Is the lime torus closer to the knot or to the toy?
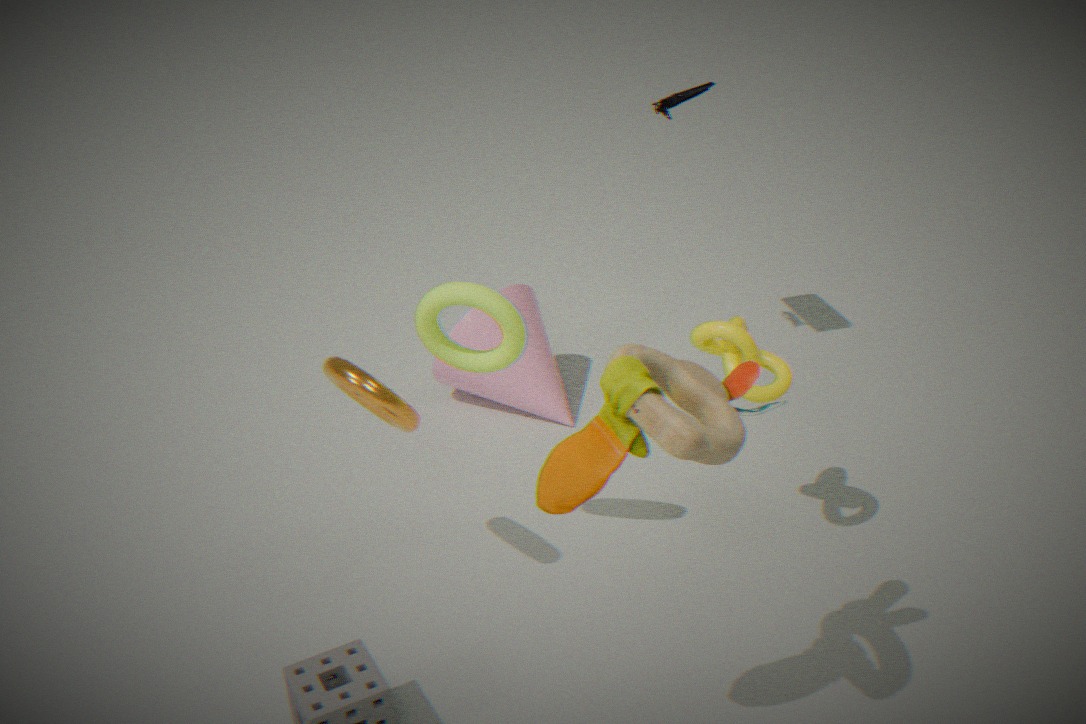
the knot
